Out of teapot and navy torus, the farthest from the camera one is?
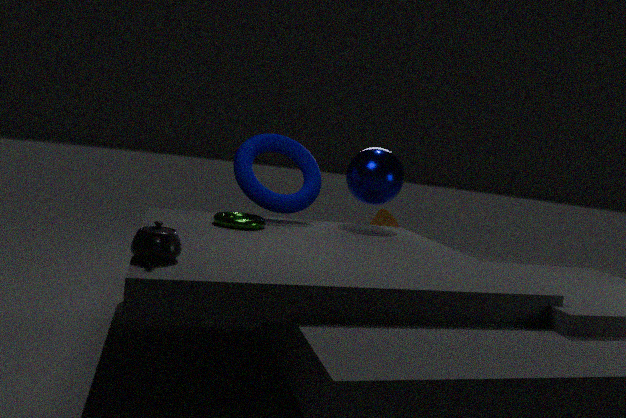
navy torus
